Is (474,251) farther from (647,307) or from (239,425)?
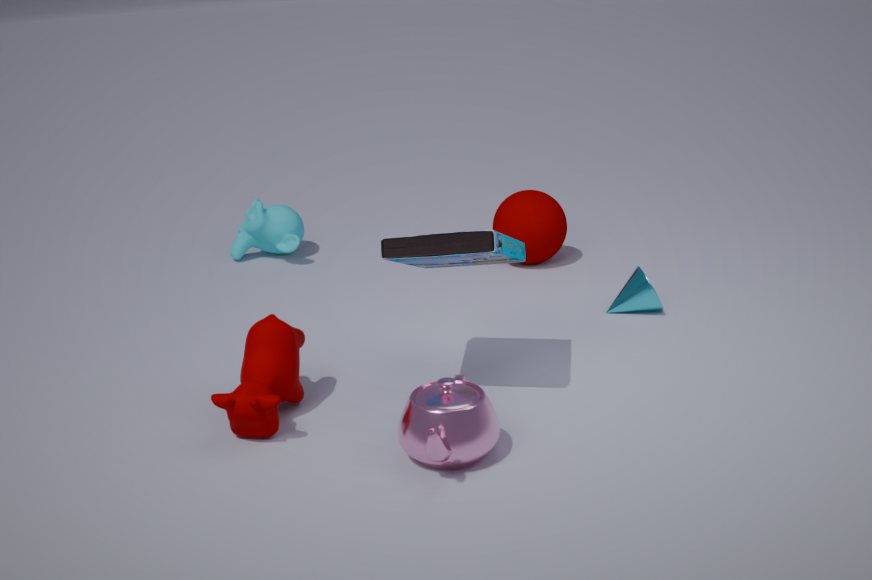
(647,307)
